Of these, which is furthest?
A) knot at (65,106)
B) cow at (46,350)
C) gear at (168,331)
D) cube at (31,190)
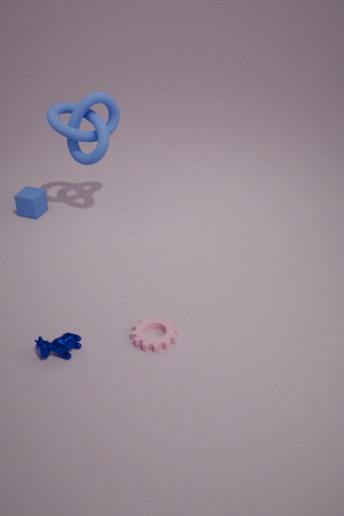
cube at (31,190)
